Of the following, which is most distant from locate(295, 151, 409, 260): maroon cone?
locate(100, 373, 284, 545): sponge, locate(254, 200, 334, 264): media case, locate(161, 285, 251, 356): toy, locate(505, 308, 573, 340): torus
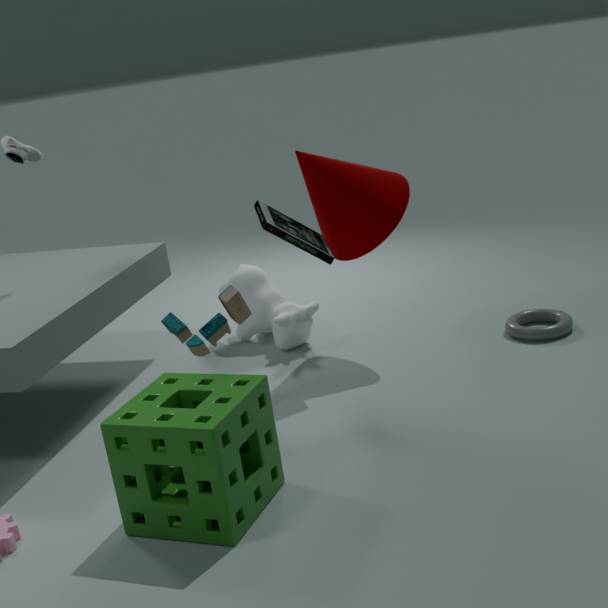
locate(100, 373, 284, 545): sponge
